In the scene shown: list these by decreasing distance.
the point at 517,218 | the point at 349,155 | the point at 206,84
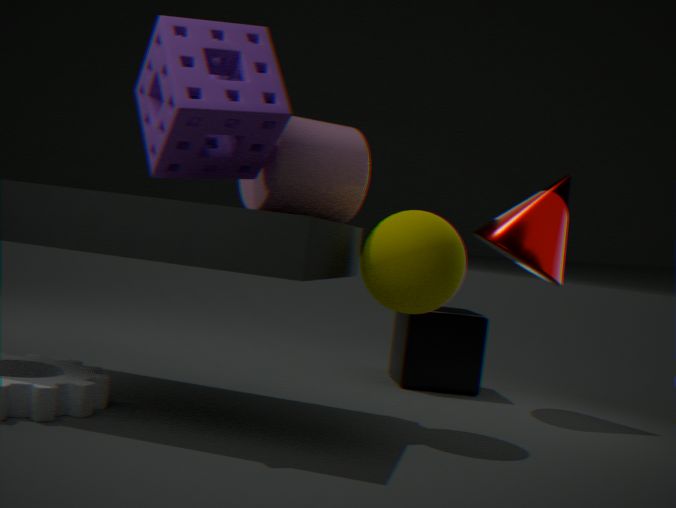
the point at 517,218
the point at 349,155
the point at 206,84
